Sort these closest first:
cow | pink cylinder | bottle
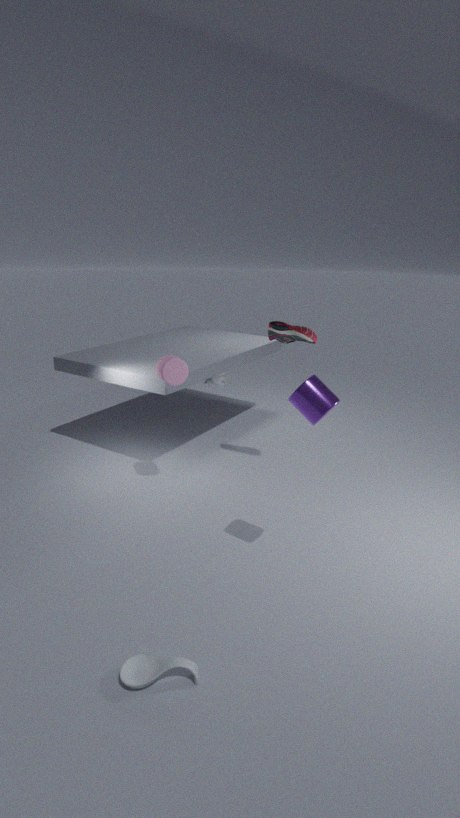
bottle < pink cylinder < cow
